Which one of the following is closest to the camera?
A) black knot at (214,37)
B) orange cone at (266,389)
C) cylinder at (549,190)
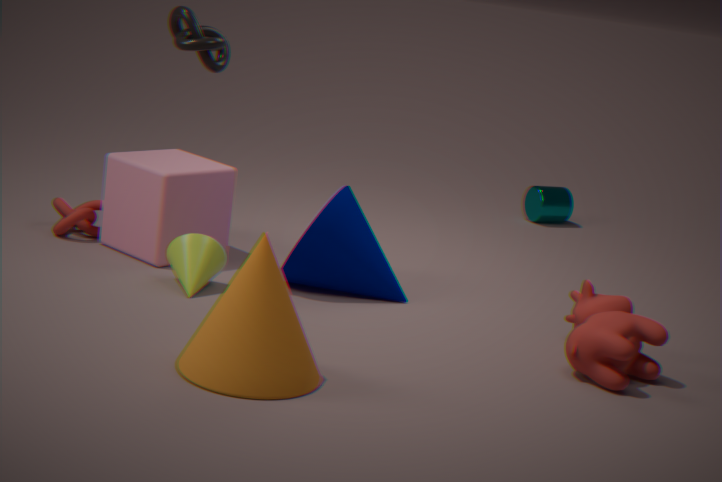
orange cone at (266,389)
